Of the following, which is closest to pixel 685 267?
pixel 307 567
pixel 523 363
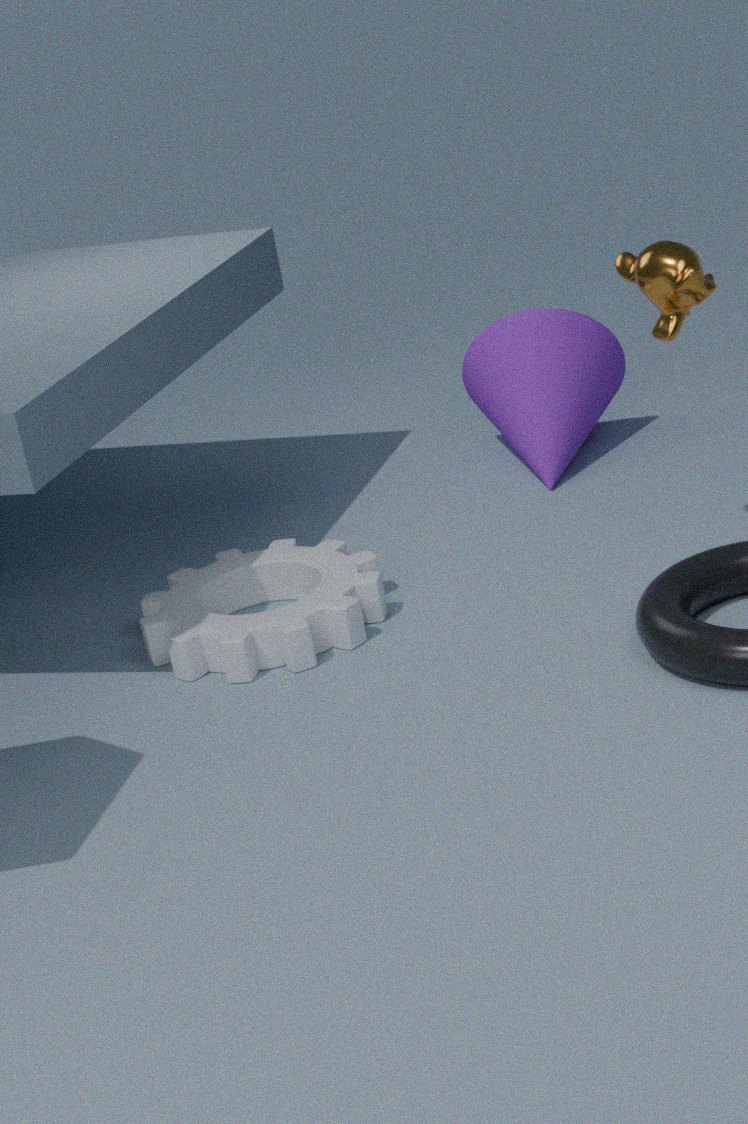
pixel 523 363
